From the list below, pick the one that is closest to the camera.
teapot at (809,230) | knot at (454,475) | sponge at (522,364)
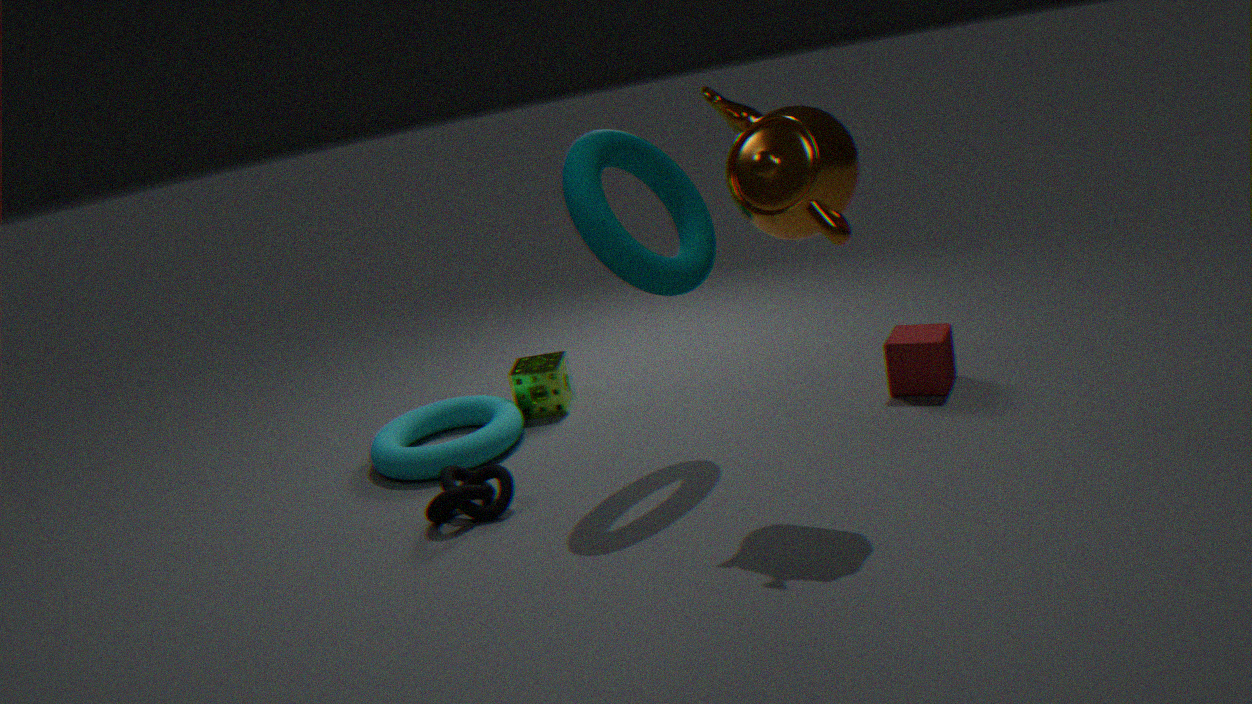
teapot at (809,230)
